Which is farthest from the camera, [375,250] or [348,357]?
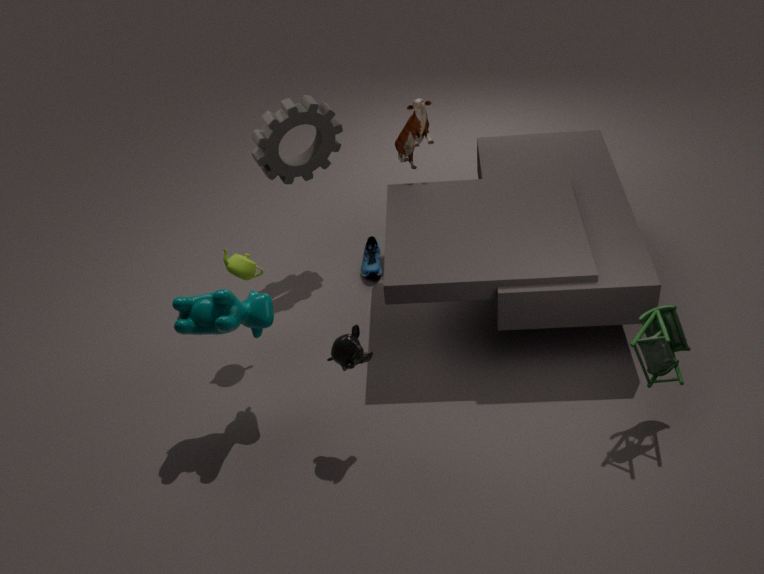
[375,250]
